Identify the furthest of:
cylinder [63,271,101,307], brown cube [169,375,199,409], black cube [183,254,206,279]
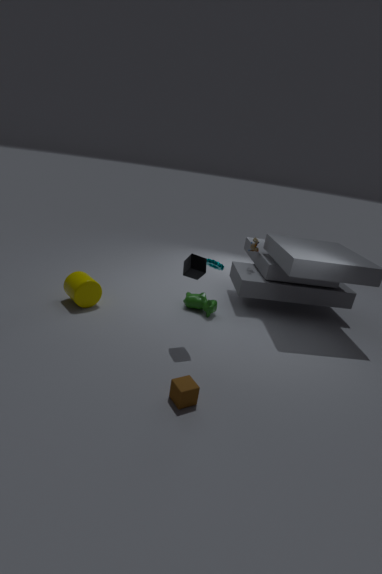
cylinder [63,271,101,307]
